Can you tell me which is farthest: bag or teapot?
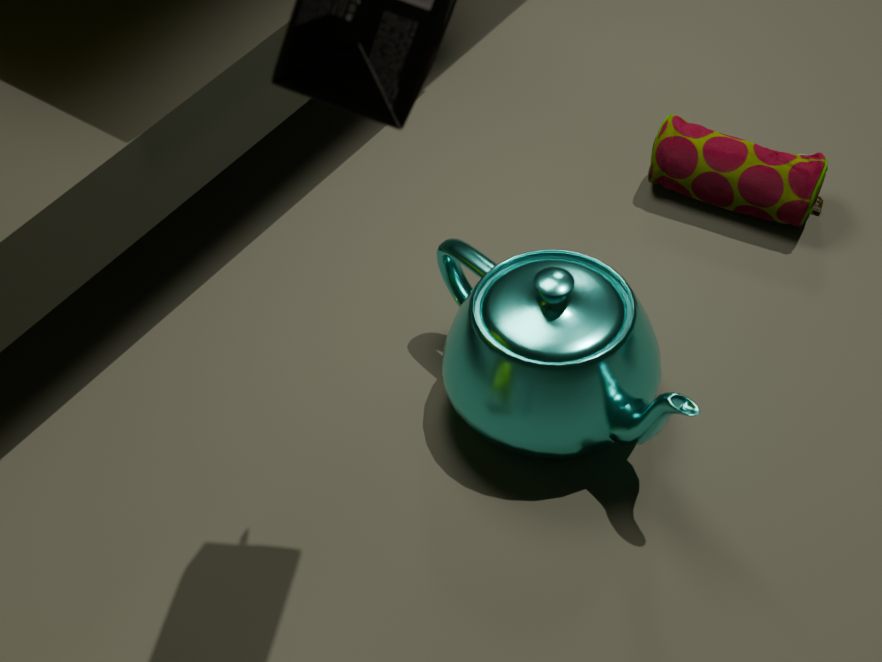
bag
